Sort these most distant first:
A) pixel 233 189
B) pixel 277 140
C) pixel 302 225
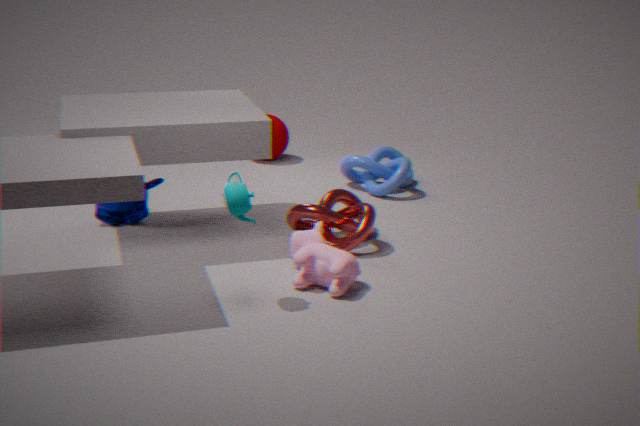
1. pixel 277 140
2. pixel 302 225
3. pixel 233 189
